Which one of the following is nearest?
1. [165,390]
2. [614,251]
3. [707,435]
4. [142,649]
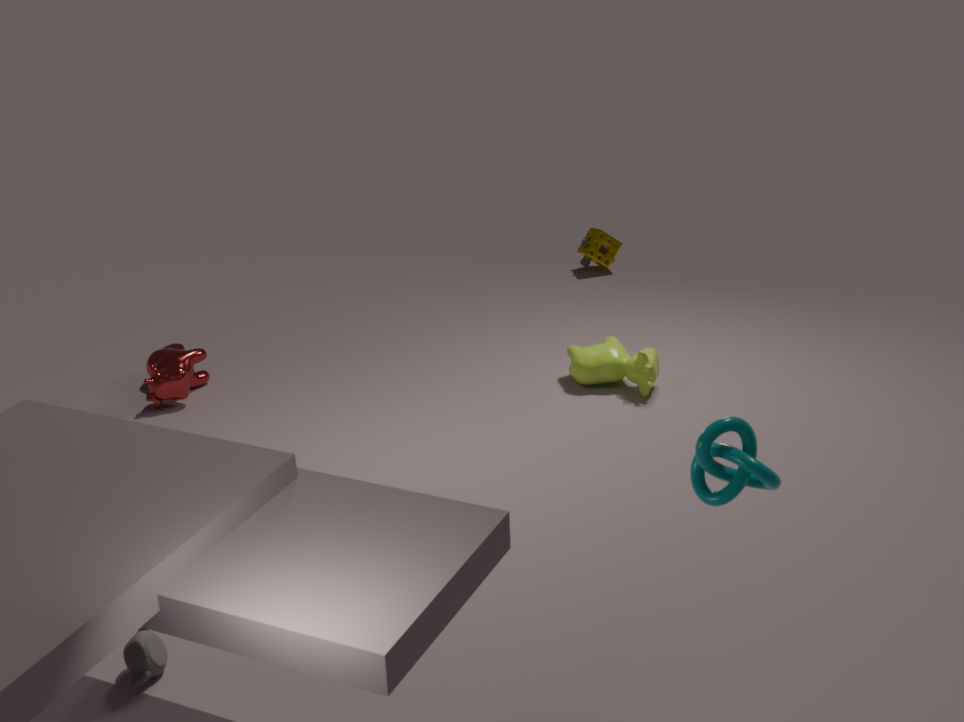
[707,435]
